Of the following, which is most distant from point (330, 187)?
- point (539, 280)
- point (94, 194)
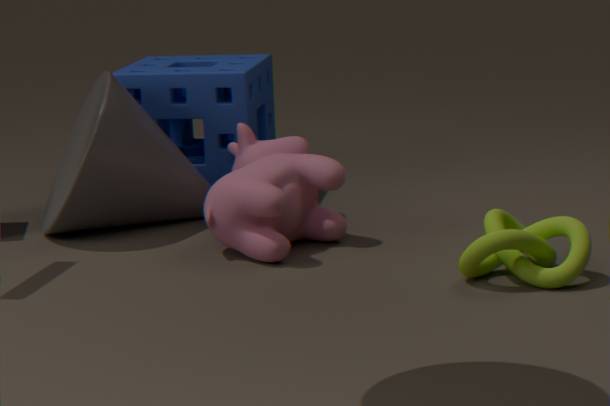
A: point (539, 280)
